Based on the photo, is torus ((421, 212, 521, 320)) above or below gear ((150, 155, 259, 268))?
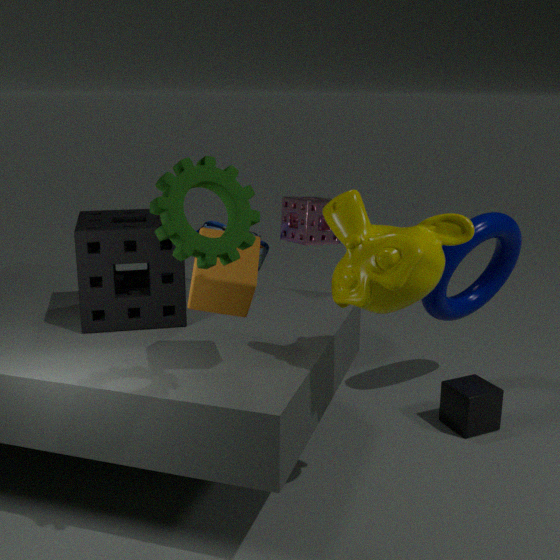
below
